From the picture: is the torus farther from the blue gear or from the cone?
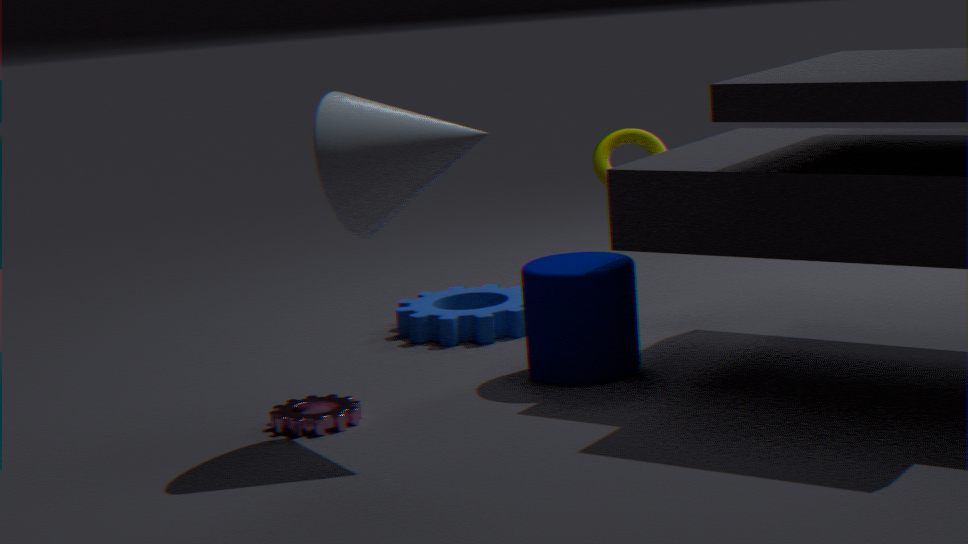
the cone
